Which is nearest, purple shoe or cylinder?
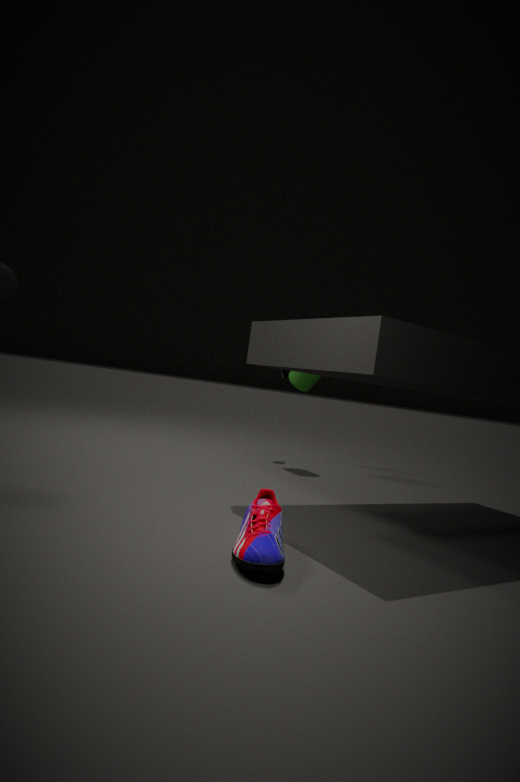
purple shoe
